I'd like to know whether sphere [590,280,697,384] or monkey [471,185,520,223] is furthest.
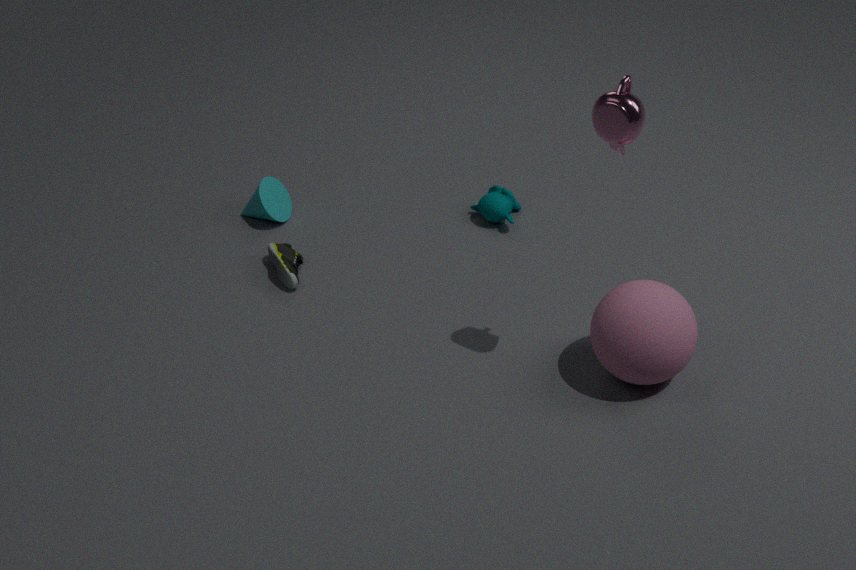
monkey [471,185,520,223]
